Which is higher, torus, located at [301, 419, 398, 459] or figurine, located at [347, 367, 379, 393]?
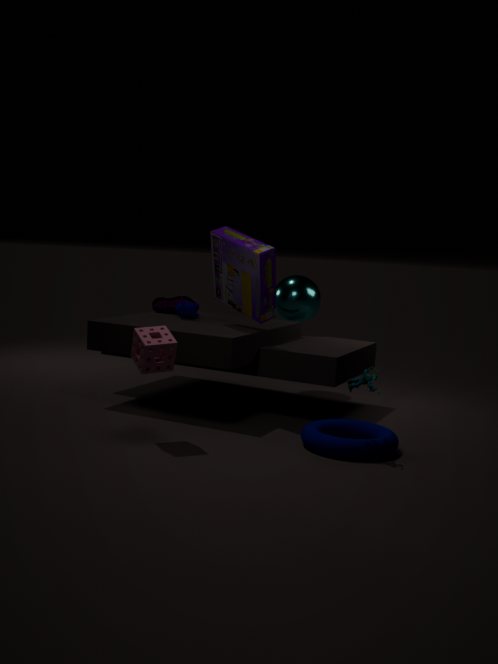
figurine, located at [347, 367, 379, 393]
